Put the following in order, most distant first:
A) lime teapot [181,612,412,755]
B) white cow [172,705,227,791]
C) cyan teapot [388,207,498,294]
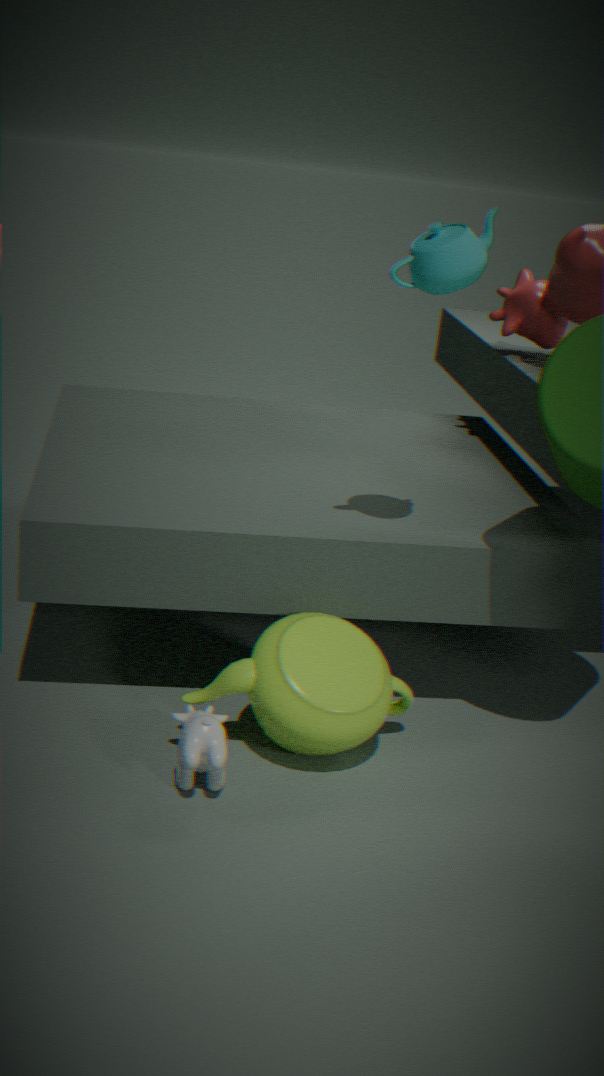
A. lime teapot [181,612,412,755]
C. cyan teapot [388,207,498,294]
B. white cow [172,705,227,791]
